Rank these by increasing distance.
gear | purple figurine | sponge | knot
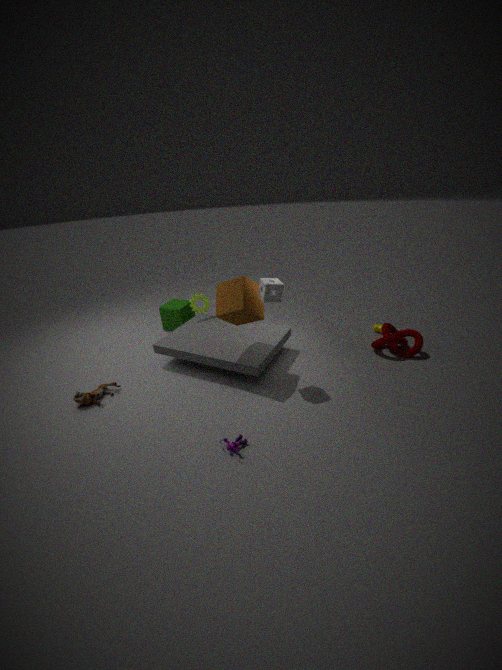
purple figurine
sponge
knot
gear
